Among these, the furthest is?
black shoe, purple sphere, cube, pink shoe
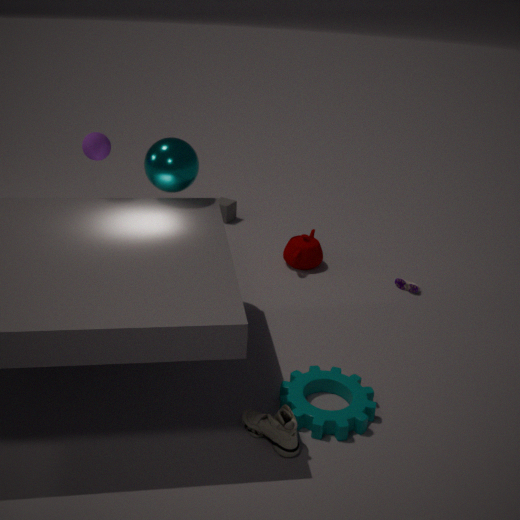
cube
